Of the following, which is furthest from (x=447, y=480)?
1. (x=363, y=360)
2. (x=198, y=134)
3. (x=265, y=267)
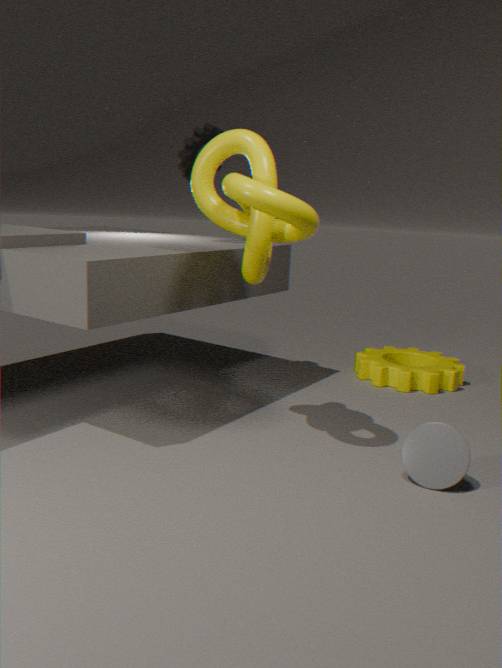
(x=198, y=134)
